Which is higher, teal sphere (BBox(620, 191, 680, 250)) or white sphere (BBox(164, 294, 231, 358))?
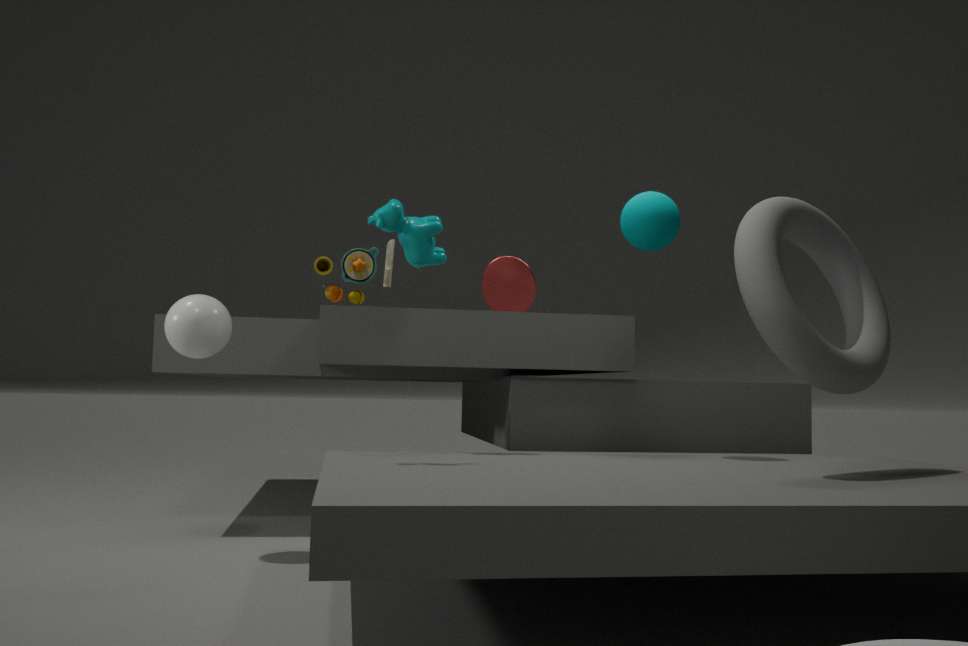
teal sphere (BBox(620, 191, 680, 250))
